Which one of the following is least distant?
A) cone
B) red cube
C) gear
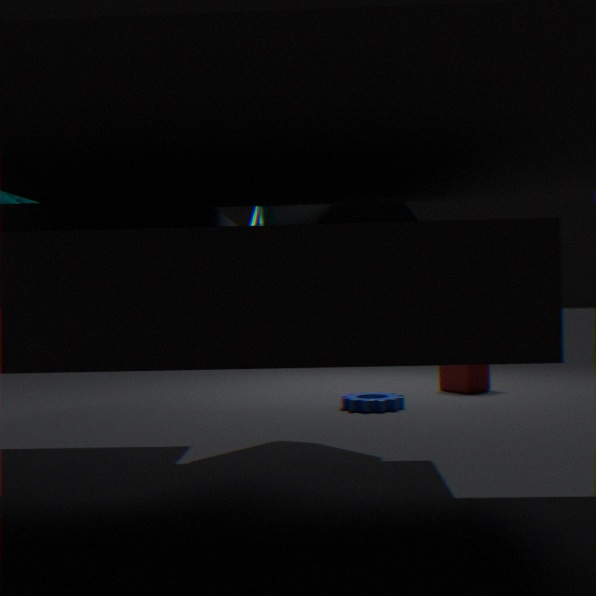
cone
